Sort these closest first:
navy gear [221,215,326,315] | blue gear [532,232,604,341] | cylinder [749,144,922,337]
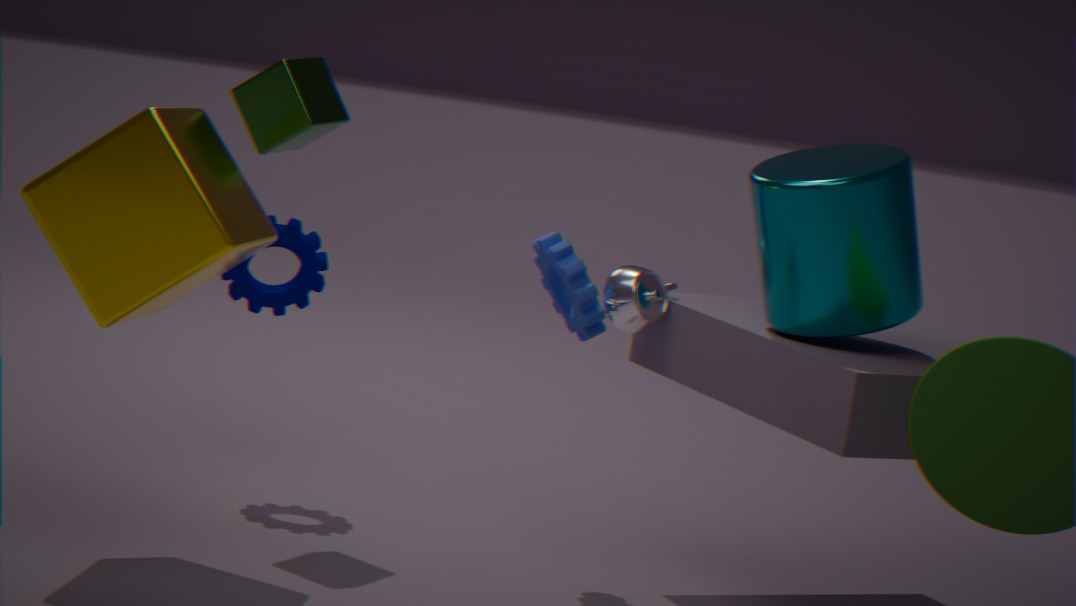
cylinder [749,144,922,337]
blue gear [532,232,604,341]
navy gear [221,215,326,315]
